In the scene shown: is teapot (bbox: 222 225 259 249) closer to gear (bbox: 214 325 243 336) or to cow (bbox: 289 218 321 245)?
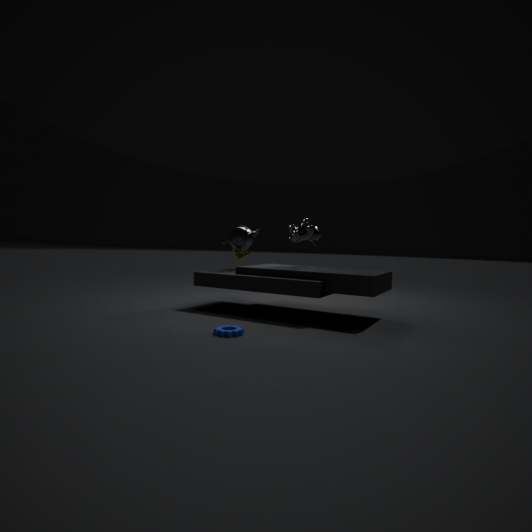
cow (bbox: 289 218 321 245)
